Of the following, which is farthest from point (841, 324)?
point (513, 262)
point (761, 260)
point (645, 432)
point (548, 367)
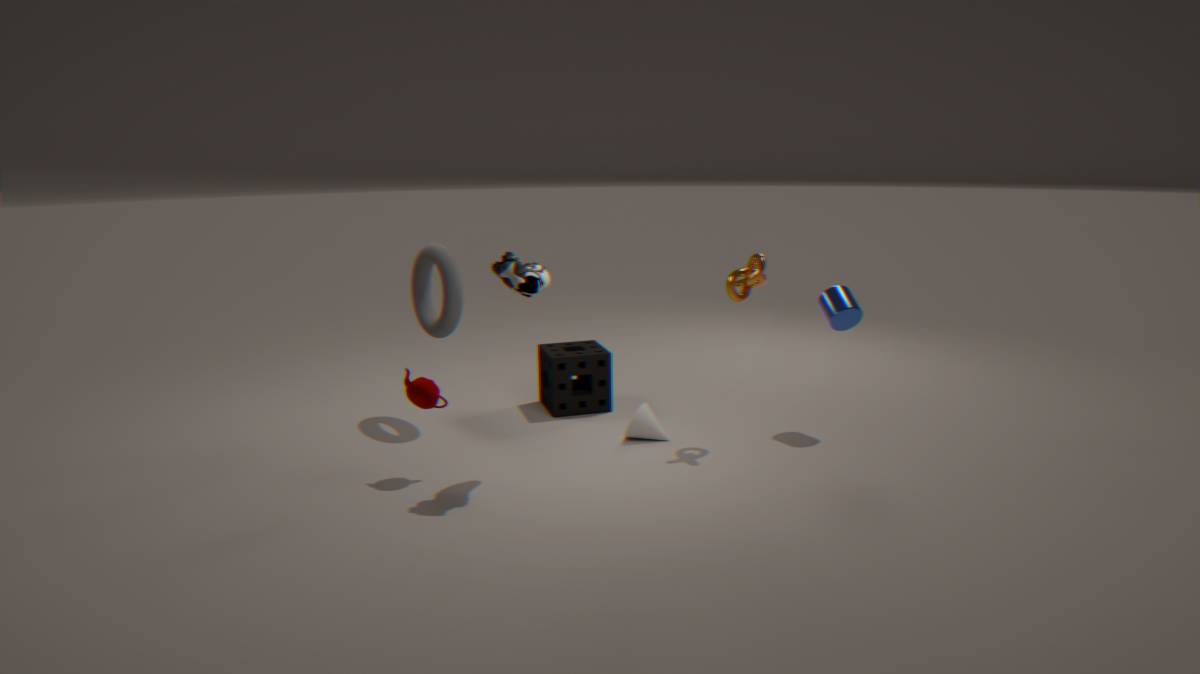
point (513, 262)
